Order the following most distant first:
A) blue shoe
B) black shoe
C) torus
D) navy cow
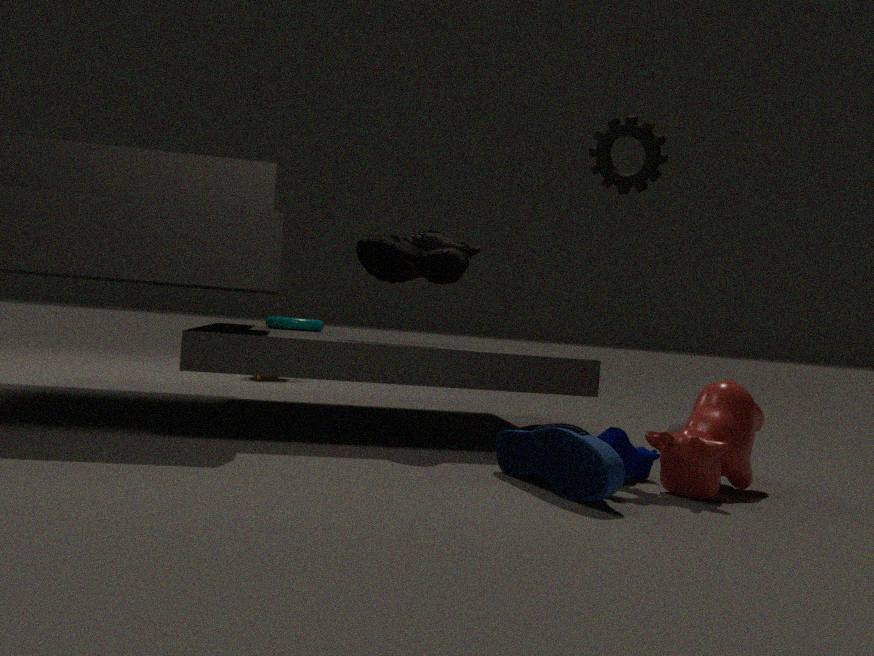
torus, black shoe, navy cow, blue shoe
